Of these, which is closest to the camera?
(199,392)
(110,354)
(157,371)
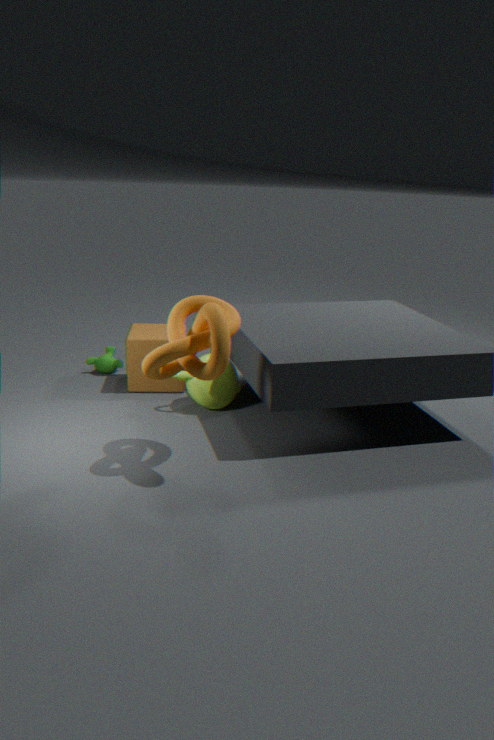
(157,371)
